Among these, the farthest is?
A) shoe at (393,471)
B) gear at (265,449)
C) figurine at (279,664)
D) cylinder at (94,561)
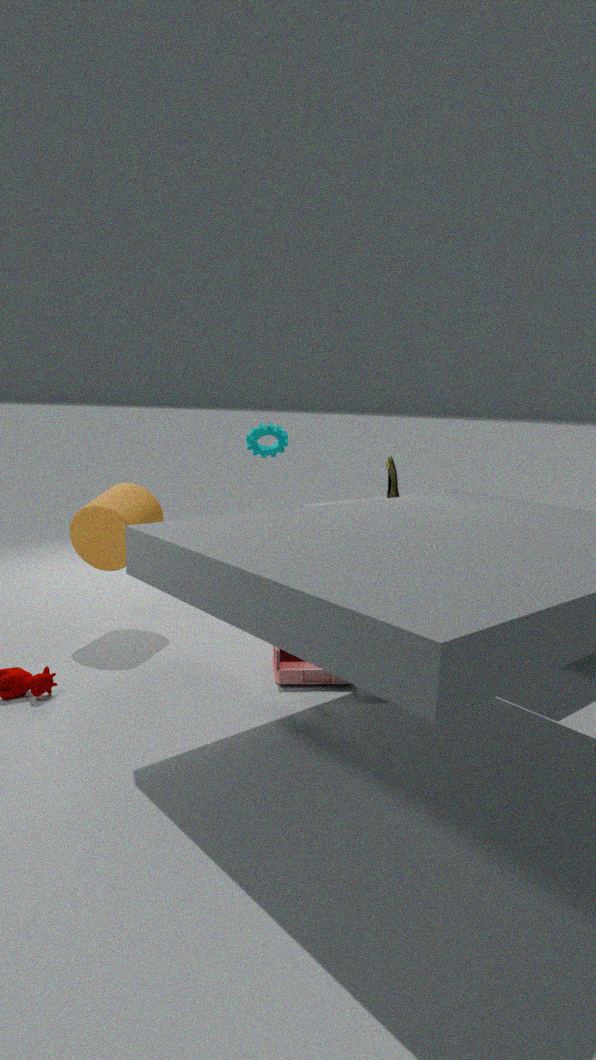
B. gear at (265,449)
